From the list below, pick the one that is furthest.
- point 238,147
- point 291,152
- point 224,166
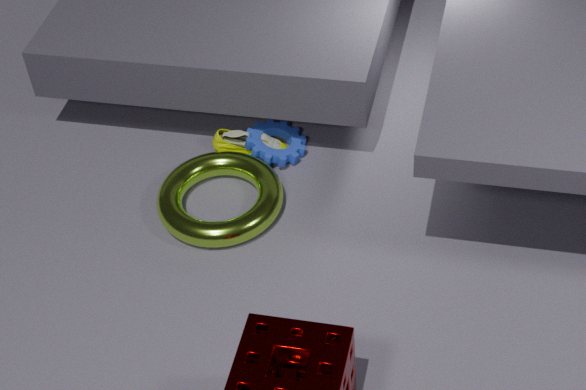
point 238,147
